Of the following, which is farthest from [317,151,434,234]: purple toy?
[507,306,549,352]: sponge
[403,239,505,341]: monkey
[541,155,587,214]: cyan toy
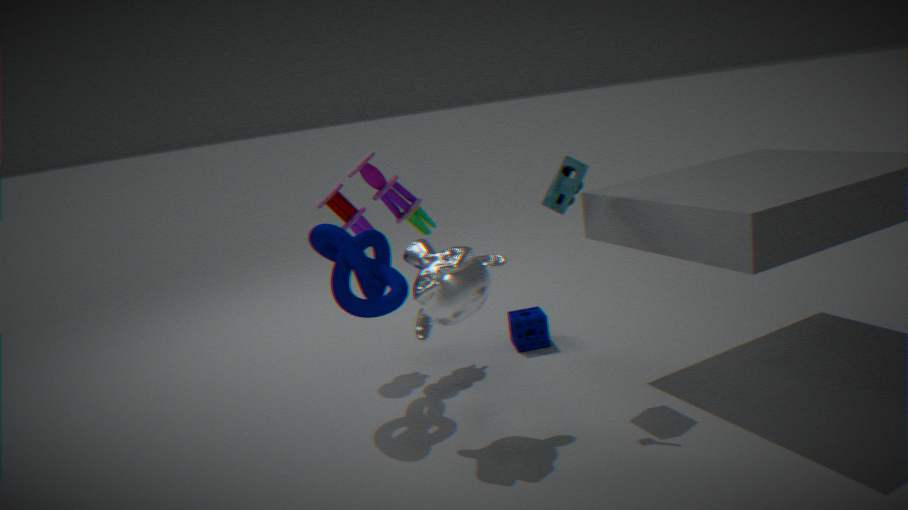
[541,155,587,214]: cyan toy
